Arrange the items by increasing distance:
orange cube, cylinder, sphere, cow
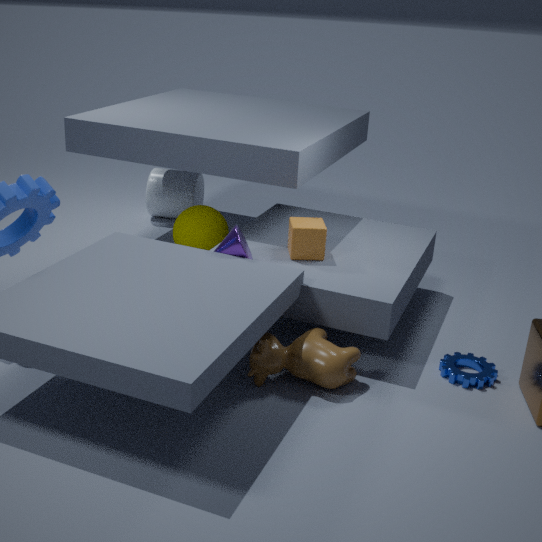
cow, orange cube, sphere, cylinder
